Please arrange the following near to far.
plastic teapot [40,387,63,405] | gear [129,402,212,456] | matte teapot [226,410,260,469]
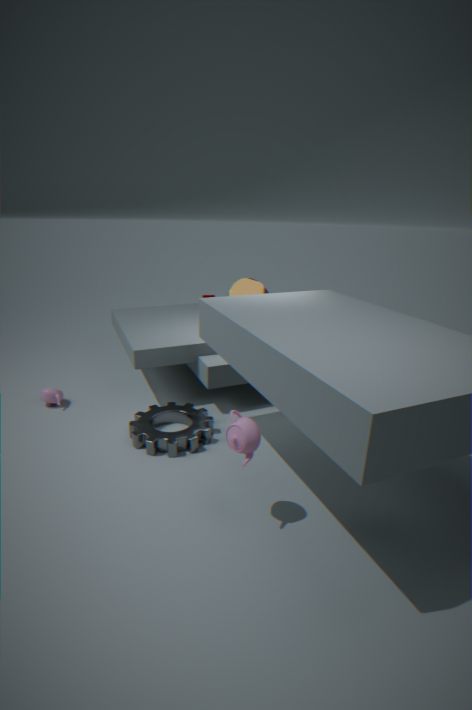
matte teapot [226,410,260,469] < gear [129,402,212,456] < plastic teapot [40,387,63,405]
